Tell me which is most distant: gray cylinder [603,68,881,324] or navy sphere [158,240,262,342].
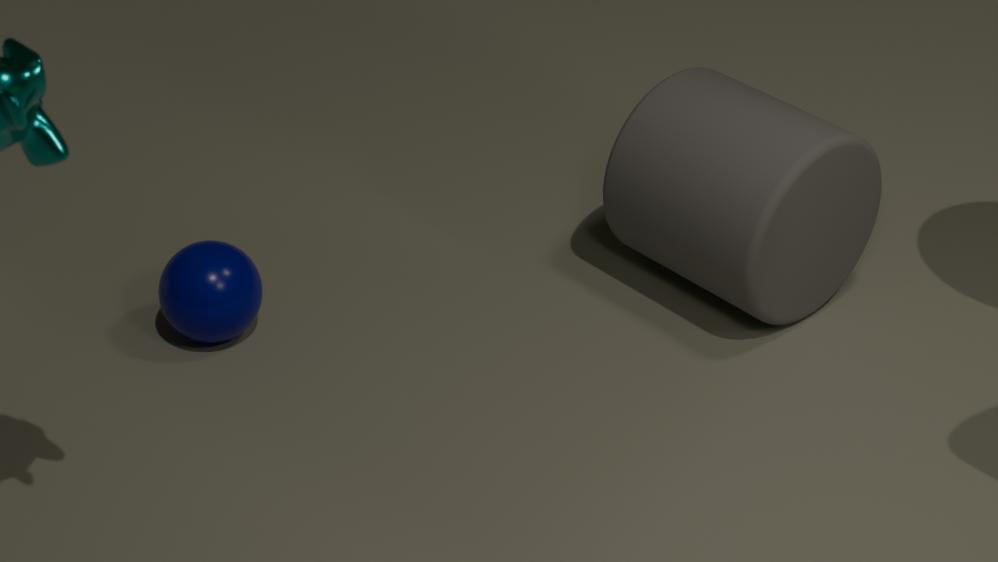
navy sphere [158,240,262,342]
